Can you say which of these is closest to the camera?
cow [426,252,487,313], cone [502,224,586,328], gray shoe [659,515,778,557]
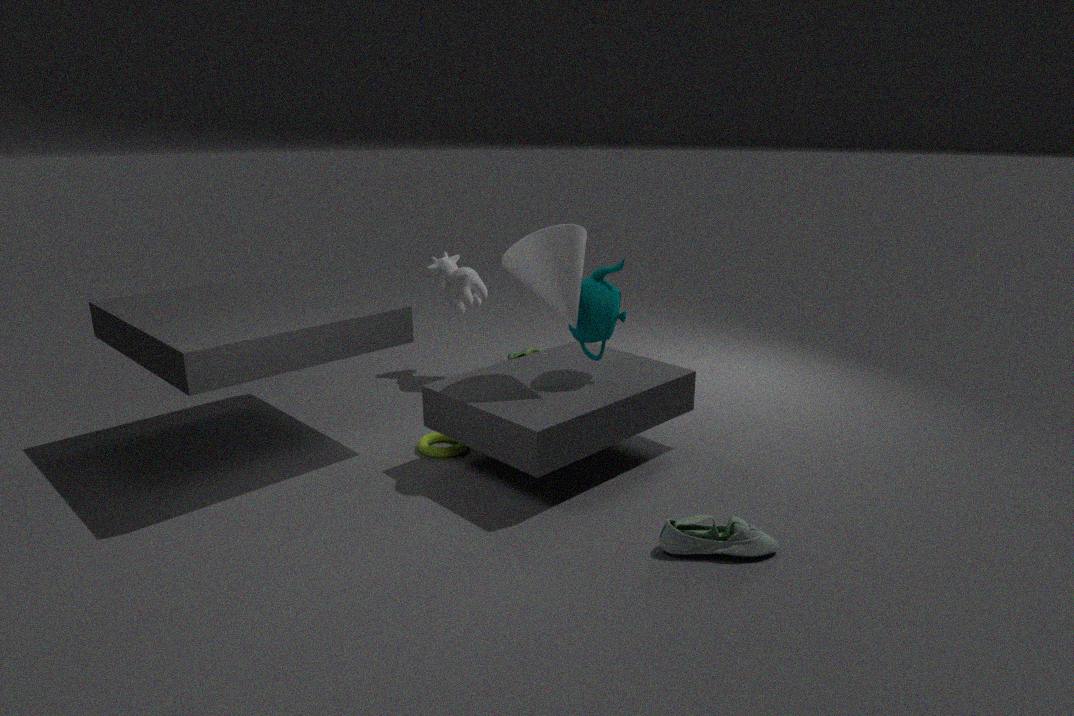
gray shoe [659,515,778,557]
